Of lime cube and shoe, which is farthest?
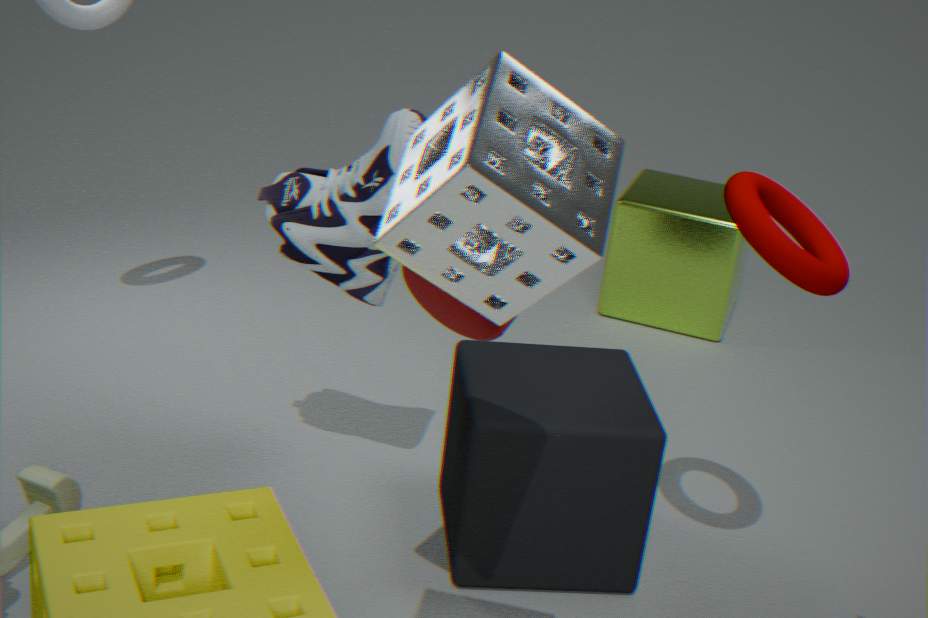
lime cube
